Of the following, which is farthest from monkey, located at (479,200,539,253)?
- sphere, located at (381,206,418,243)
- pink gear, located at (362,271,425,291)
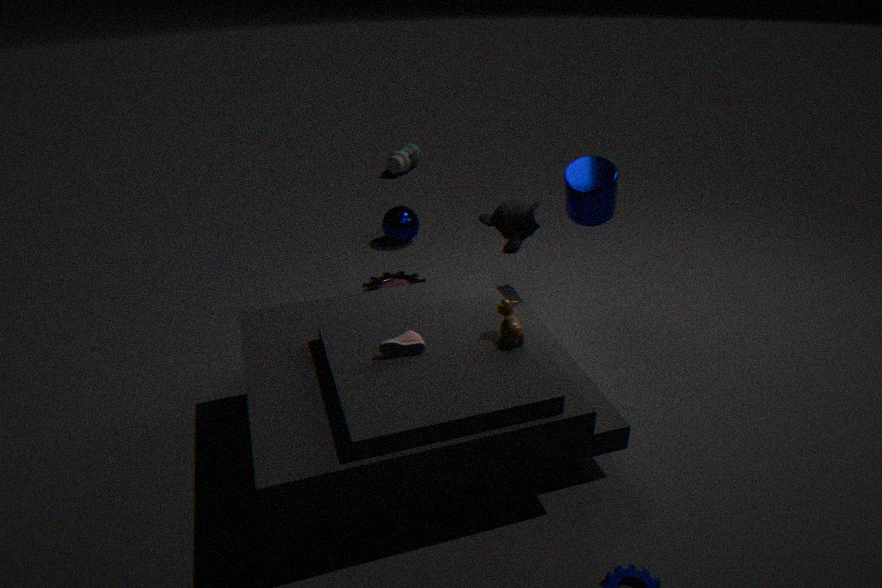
sphere, located at (381,206,418,243)
